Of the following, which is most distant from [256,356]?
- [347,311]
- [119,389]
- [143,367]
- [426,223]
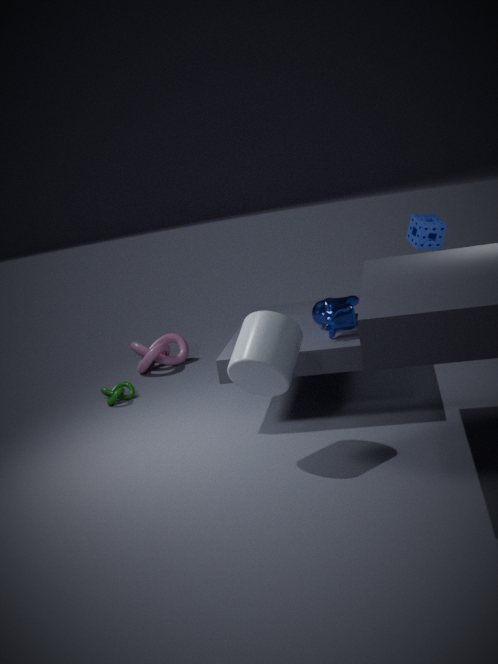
[143,367]
